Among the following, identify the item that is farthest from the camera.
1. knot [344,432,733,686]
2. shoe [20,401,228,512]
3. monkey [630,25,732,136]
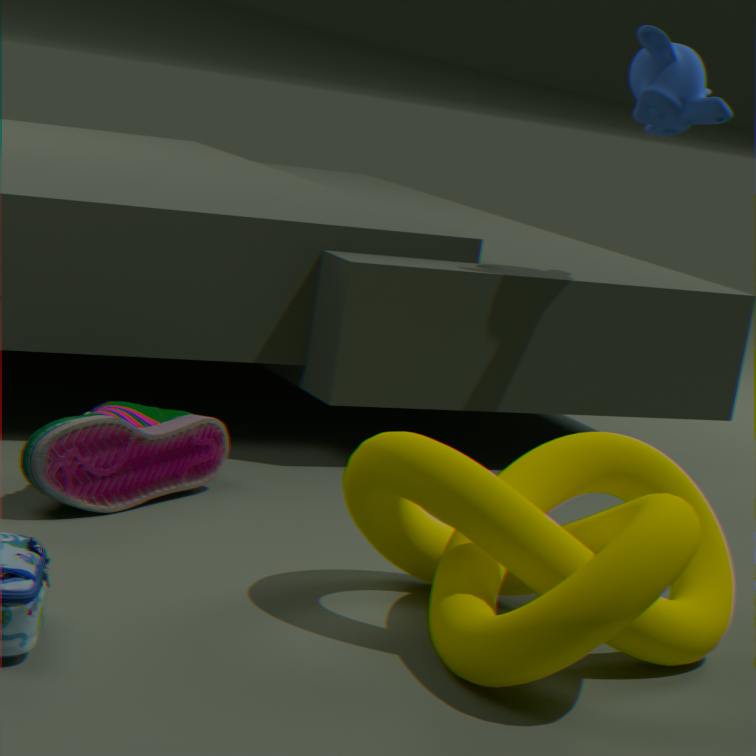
monkey [630,25,732,136]
